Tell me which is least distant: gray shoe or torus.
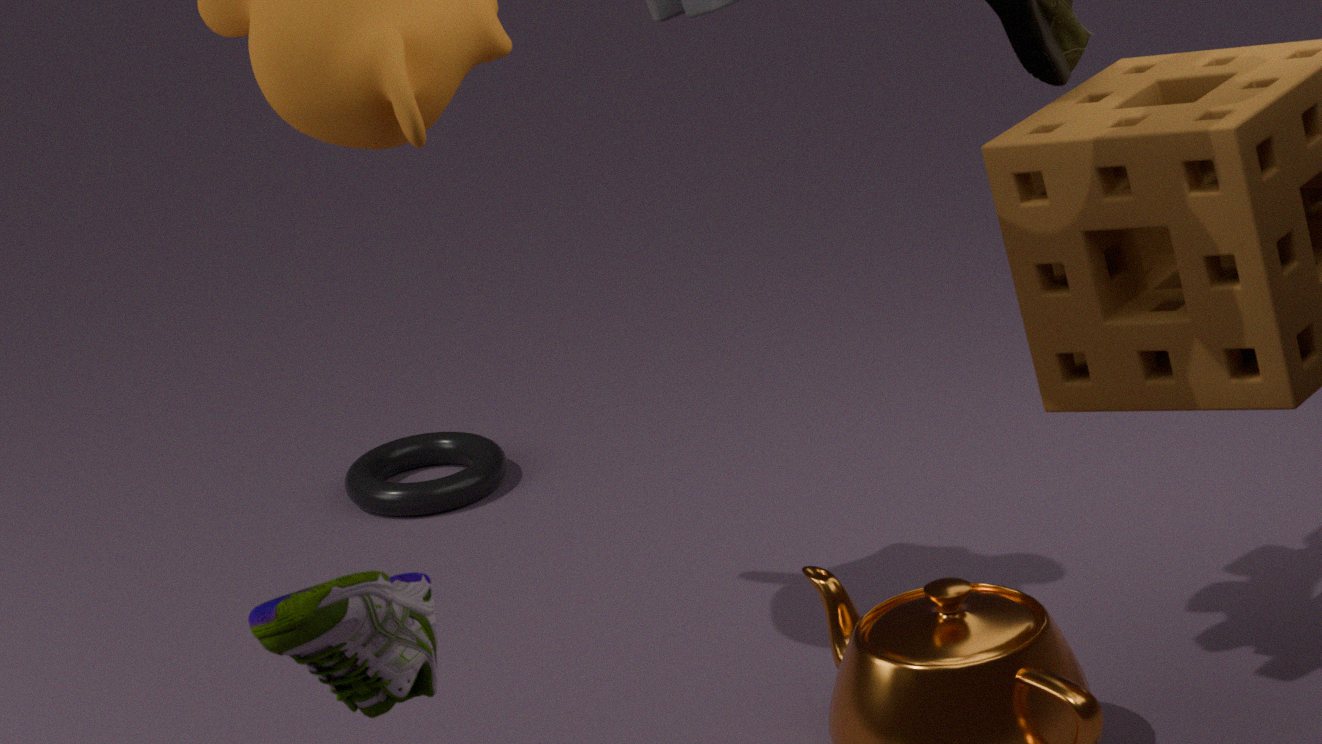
gray shoe
